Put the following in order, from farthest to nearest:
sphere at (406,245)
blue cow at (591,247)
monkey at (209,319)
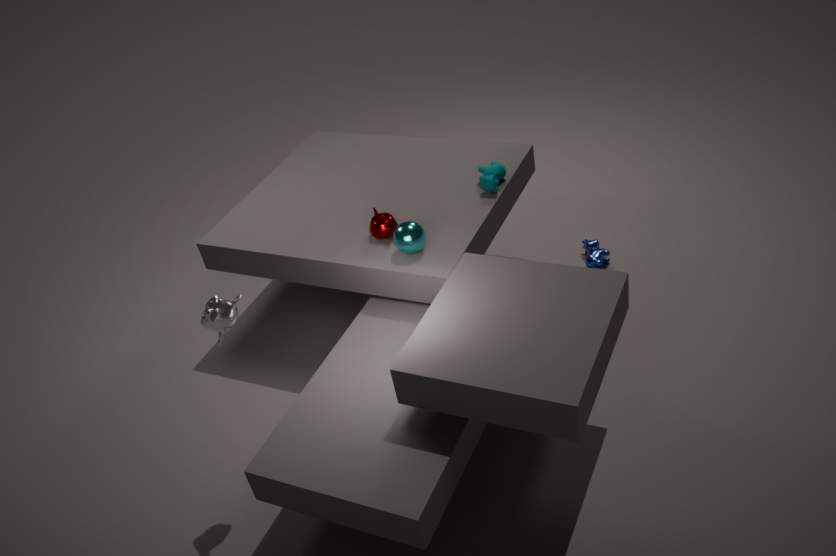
1. blue cow at (591,247)
2. sphere at (406,245)
3. monkey at (209,319)
